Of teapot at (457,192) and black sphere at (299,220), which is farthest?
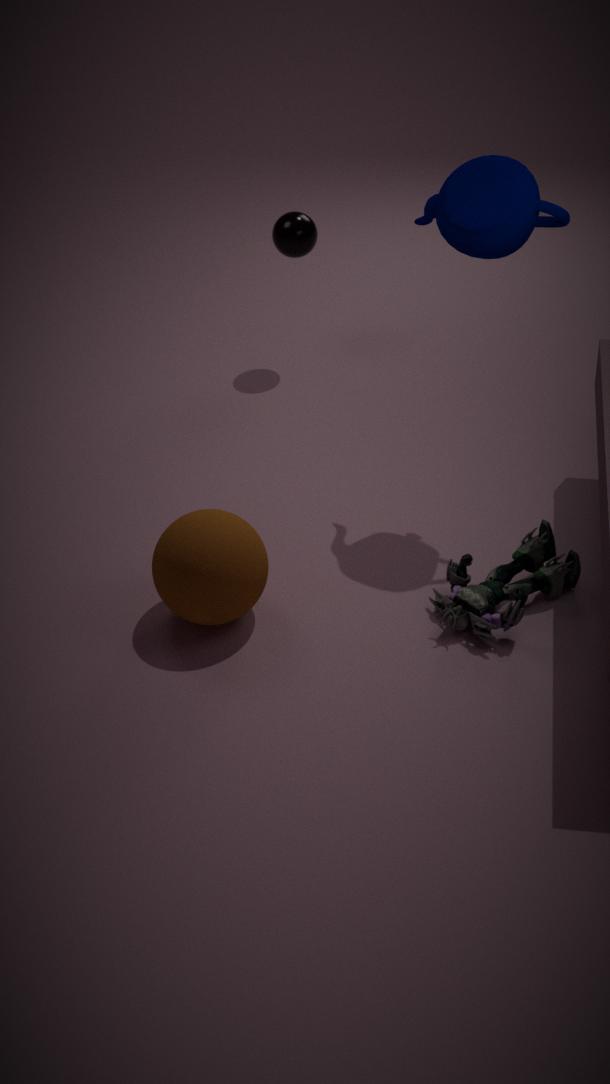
A: black sphere at (299,220)
